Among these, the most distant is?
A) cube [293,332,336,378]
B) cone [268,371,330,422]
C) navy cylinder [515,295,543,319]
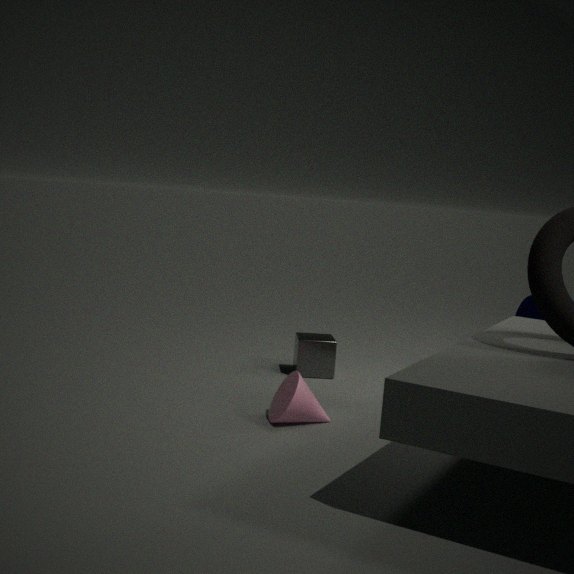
navy cylinder [515,295,543,319]
